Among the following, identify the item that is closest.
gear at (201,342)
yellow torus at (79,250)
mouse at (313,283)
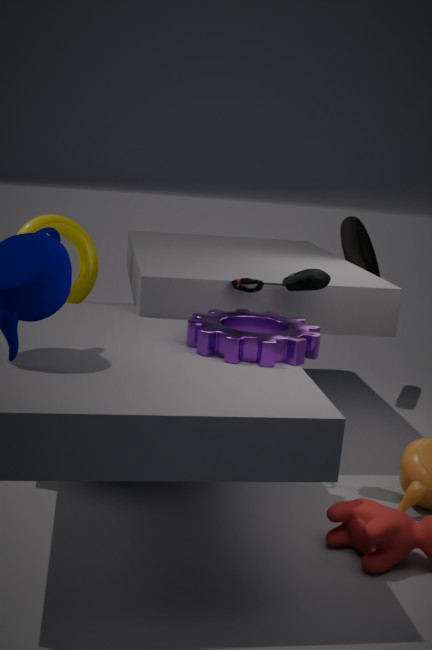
gear at (201,342)
